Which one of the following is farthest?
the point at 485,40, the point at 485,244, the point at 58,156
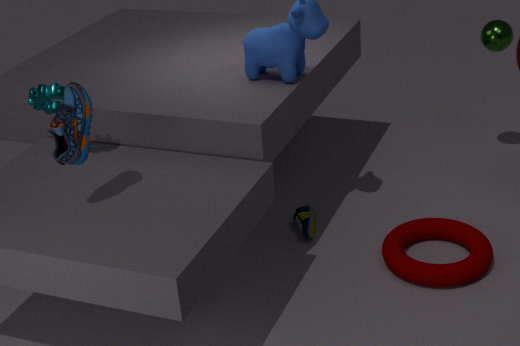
the point at 485,40
